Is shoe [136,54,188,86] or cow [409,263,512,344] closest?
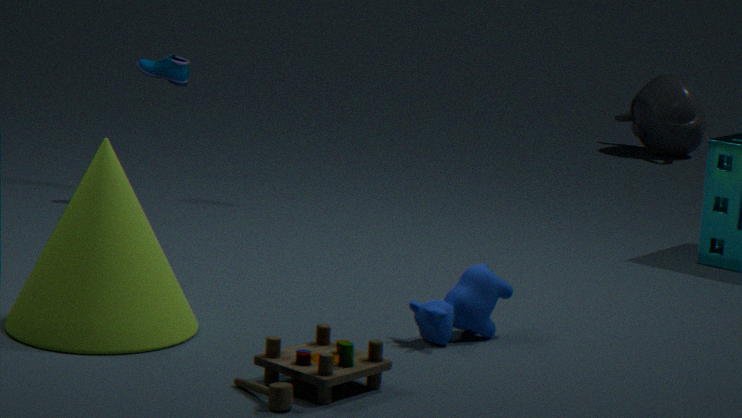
cow [409,263,512,344]
